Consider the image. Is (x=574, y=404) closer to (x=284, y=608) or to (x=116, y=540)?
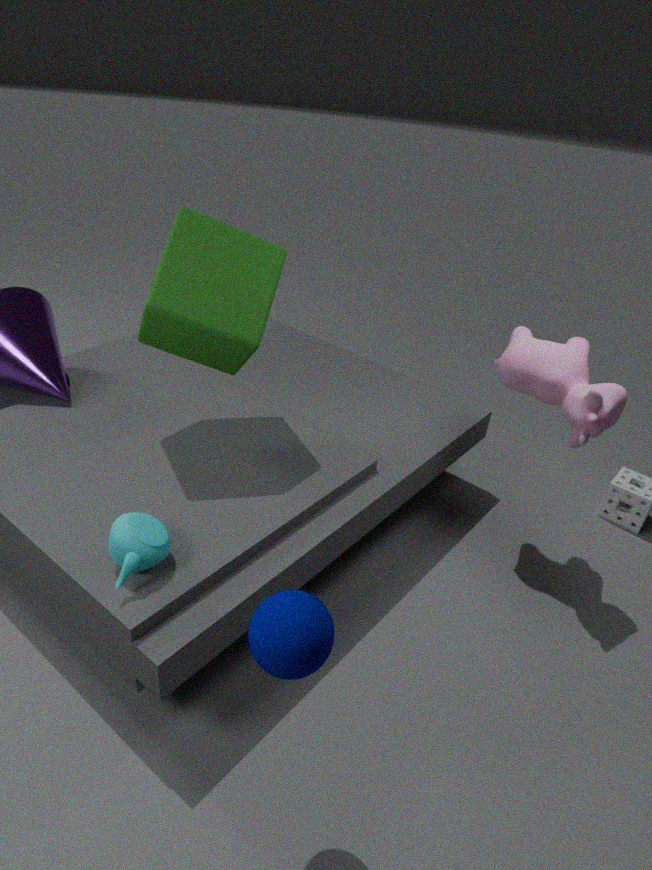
(x=284, y=608)
